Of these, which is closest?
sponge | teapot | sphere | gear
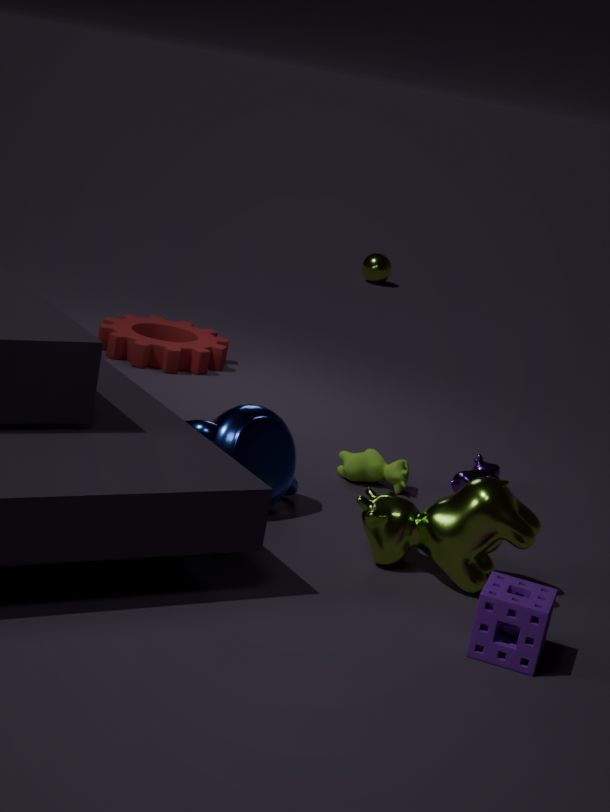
sponge
